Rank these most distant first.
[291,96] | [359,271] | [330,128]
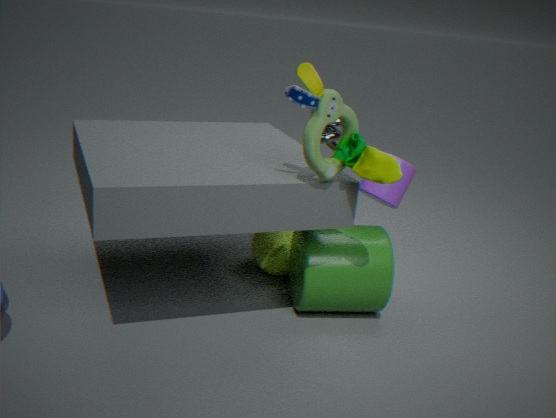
1. [330,128]
2. [359,271]
3. [291,96]
